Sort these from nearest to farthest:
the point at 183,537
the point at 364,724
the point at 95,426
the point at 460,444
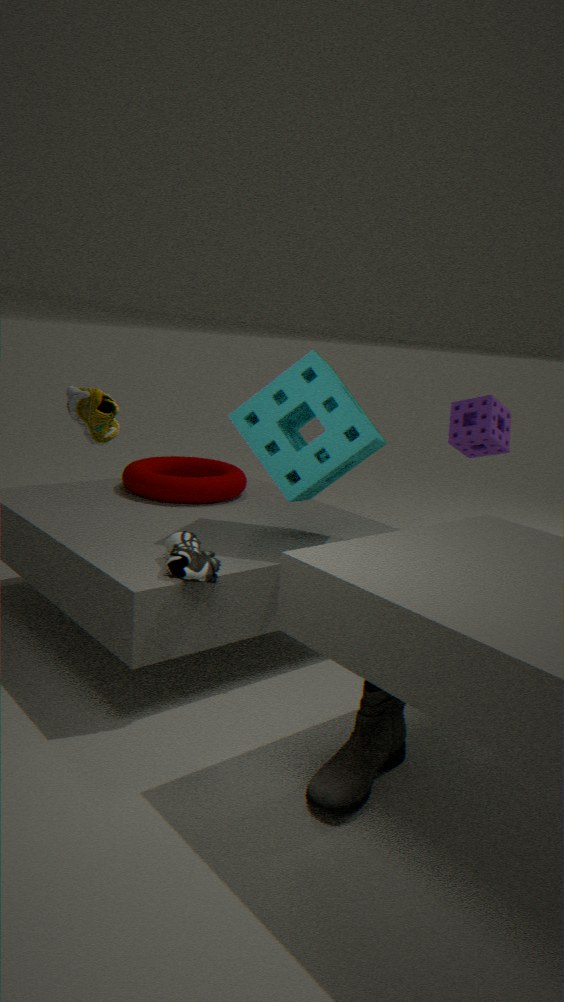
the point at 95,426
the point at 364,724
the point at 183,537
the point at 460,444
